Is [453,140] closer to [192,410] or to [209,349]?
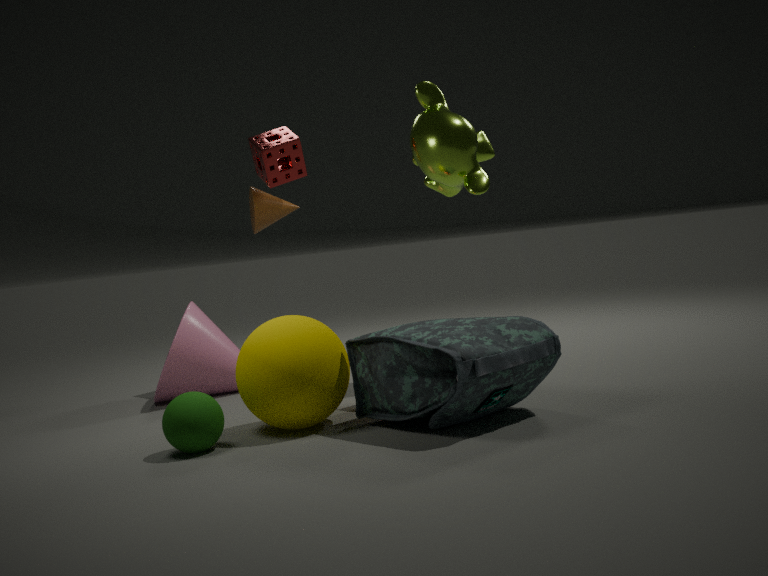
[209,349]
